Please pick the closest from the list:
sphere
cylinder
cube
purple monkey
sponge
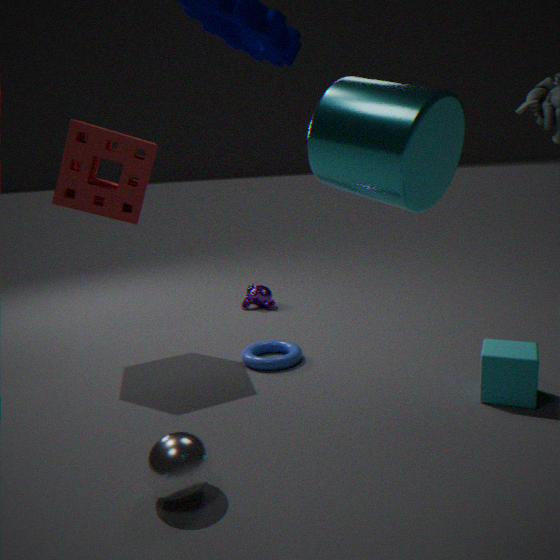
cylinder
